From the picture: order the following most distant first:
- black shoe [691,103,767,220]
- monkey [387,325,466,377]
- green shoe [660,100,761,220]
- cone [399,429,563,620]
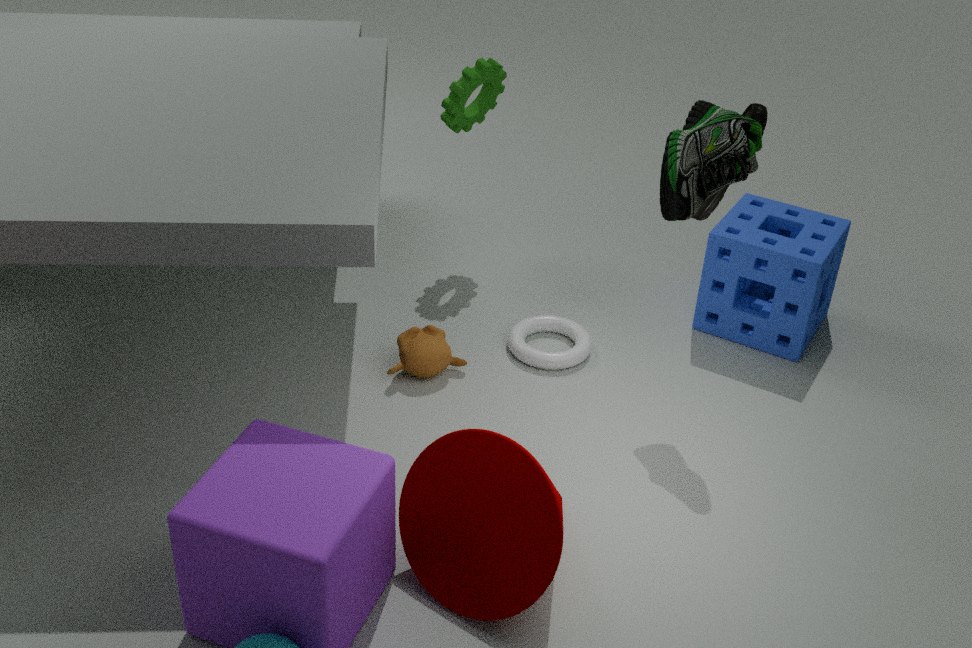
monkey [387,325,466,377] < black shoe [691,103,767,220] < cone [399,429,563,620] < green shoe [660,100,761,220]
